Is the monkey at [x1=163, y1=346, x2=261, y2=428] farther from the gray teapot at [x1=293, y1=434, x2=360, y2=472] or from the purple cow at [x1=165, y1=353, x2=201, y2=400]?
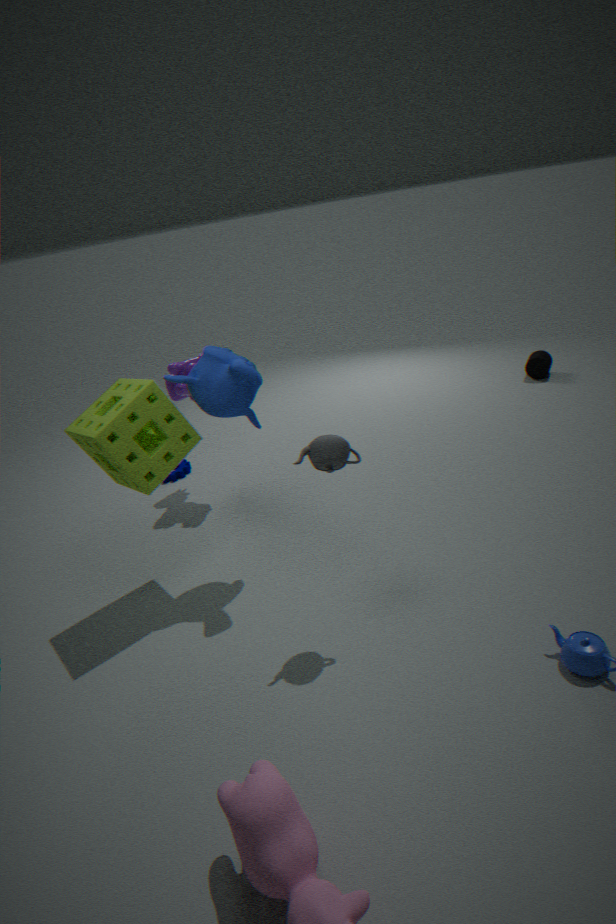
the purple cow at [x1=165, y1=353, x2=201, y2=400]
